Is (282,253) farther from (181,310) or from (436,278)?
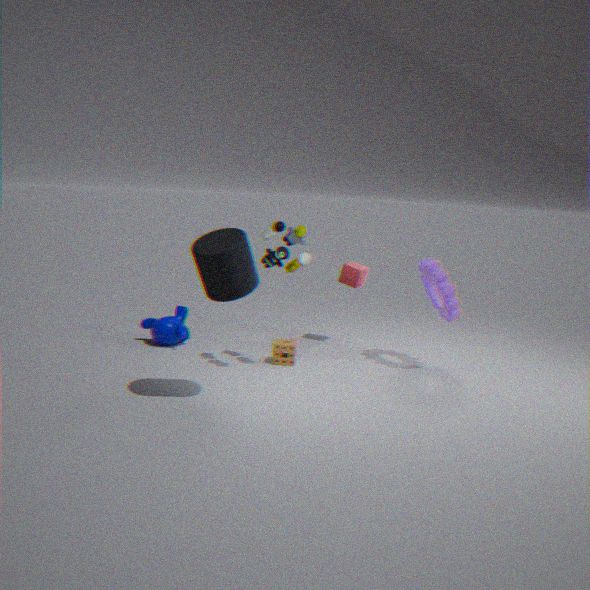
(181,310)
